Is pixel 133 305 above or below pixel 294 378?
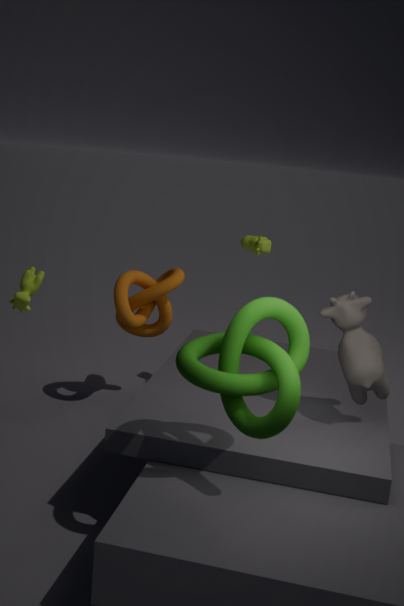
below
